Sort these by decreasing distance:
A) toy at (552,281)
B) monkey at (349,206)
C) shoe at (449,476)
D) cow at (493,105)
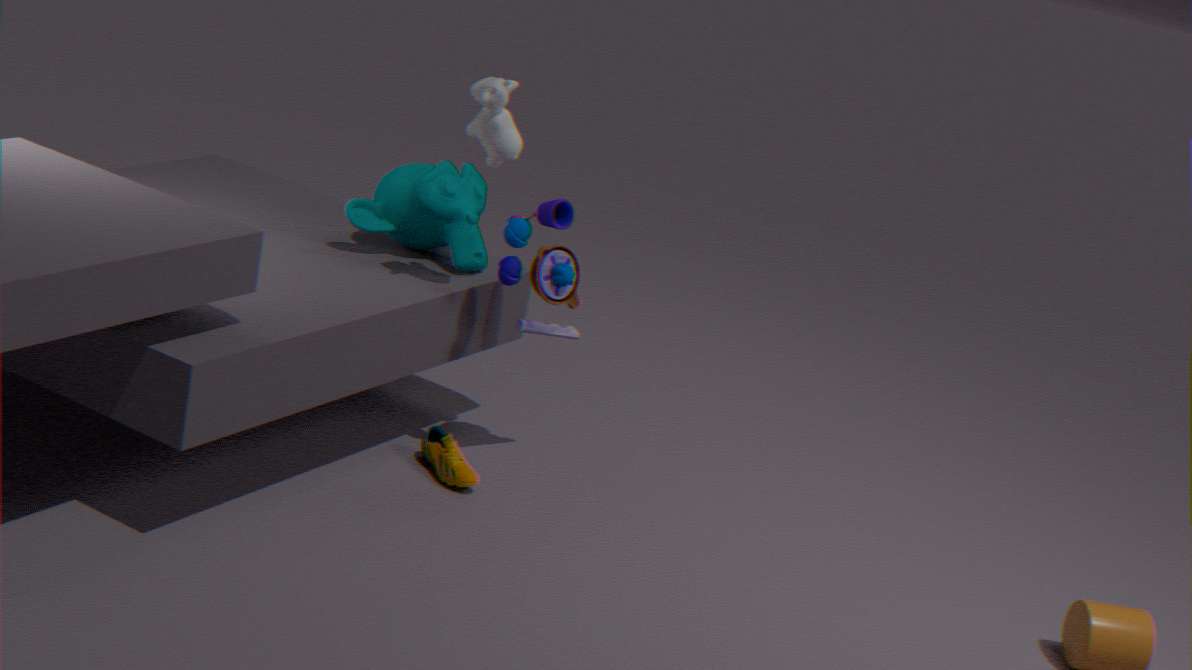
monkey at (349,206), shoe at (449,476), toy at (552,281), cow at (493,105)
